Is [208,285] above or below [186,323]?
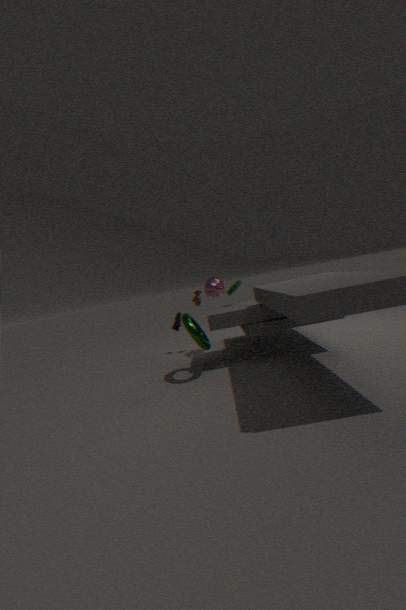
above
